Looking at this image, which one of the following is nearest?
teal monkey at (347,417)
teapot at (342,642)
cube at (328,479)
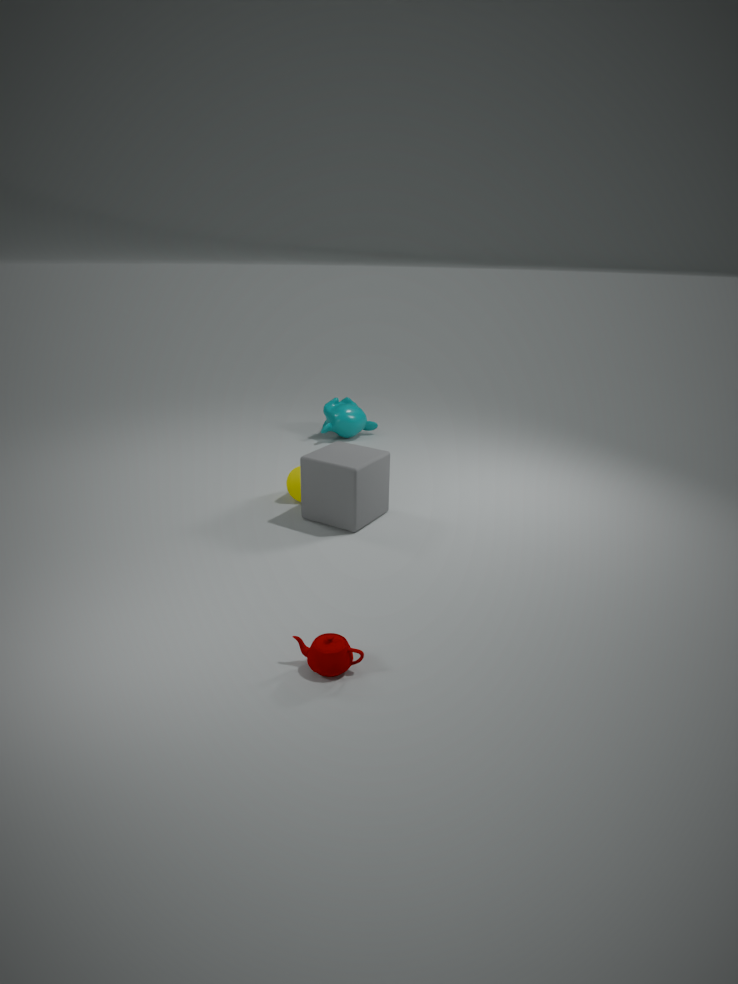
teapot at (342,642)
